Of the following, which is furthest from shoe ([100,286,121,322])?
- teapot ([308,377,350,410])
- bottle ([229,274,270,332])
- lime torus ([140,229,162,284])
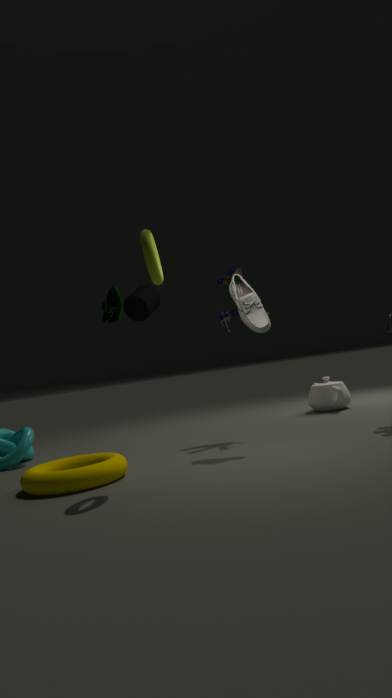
teapot ([308,377,350,410])
